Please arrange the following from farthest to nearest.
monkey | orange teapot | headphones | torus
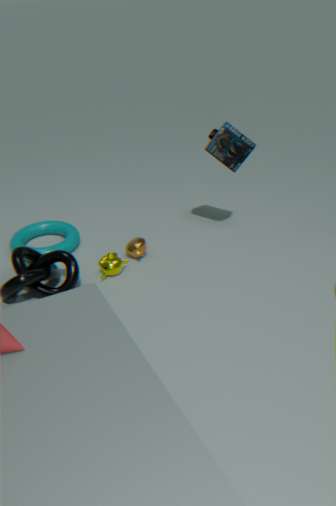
torus → orange teapot → headphones → monkey
